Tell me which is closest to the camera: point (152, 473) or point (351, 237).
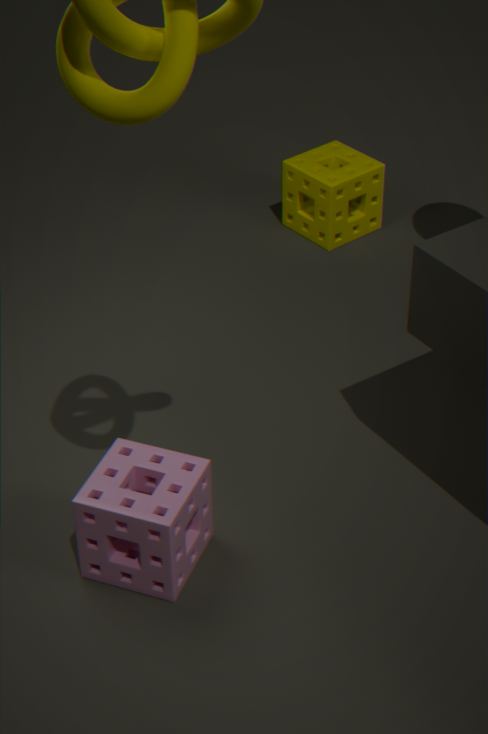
point (152, 473)
